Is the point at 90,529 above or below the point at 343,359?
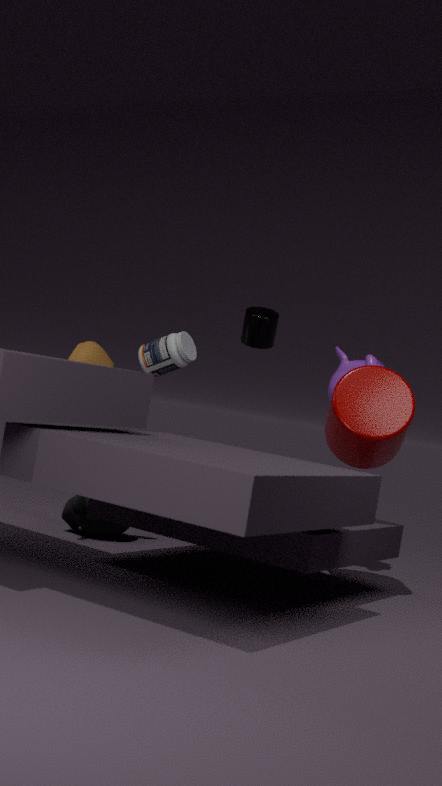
below
